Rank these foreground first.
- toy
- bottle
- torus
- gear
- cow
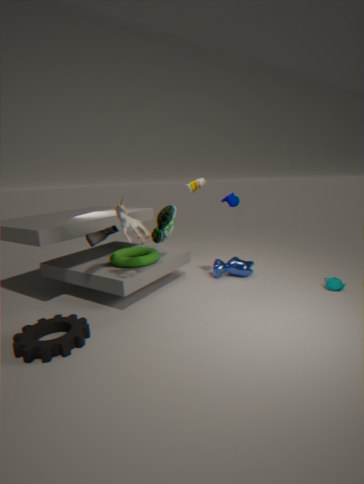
gear < toy < torus < cow < bottle
